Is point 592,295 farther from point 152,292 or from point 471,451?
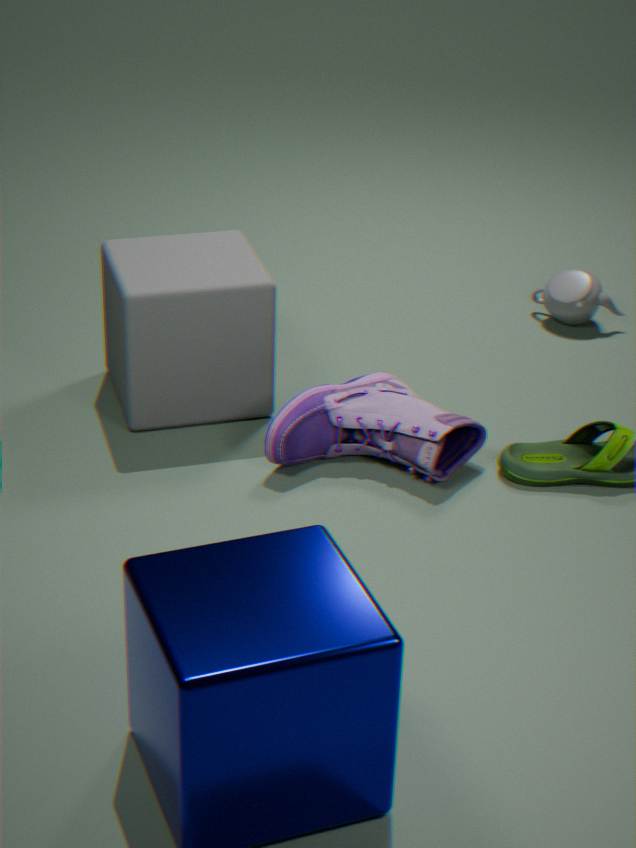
point 152,292
